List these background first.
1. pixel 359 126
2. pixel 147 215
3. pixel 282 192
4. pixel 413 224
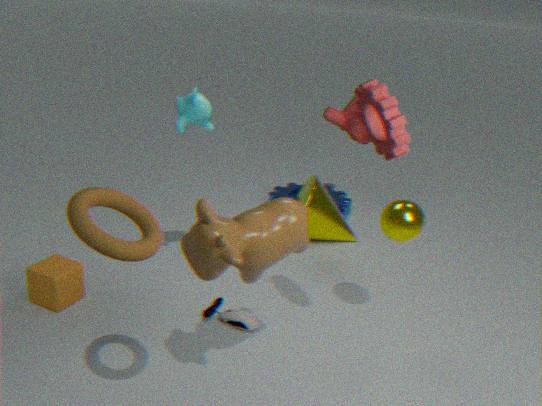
pixel 282 192
pixel 359 126
pixel 413 224
pixel 147 215
